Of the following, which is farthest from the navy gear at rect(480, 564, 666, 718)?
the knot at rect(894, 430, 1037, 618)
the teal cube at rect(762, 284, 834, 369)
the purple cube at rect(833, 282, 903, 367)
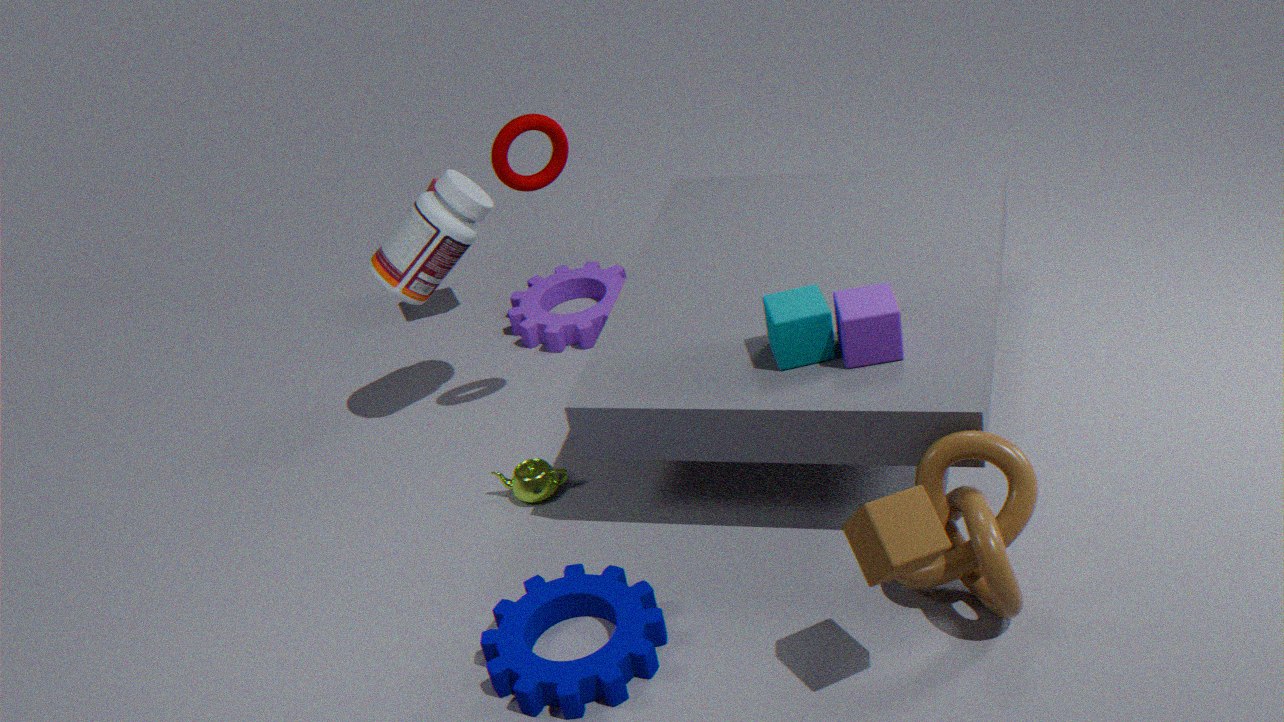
the purple cube at rect(833, 282, 903, 367)
